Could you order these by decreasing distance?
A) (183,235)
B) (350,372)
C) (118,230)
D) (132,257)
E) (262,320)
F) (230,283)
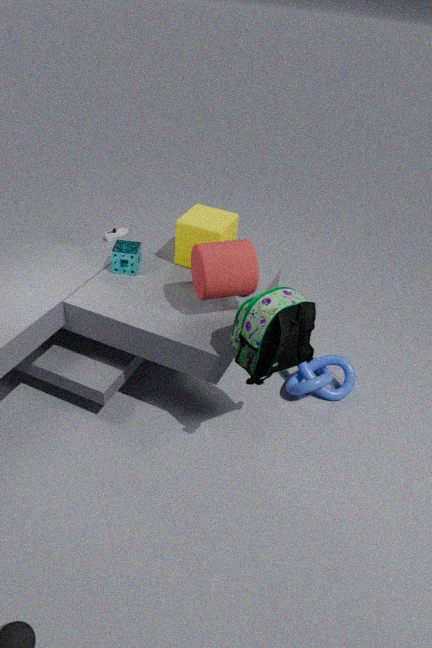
(118,230)
(350,372)
(183,235)
(132,257)
(230,283)
(262,320)
